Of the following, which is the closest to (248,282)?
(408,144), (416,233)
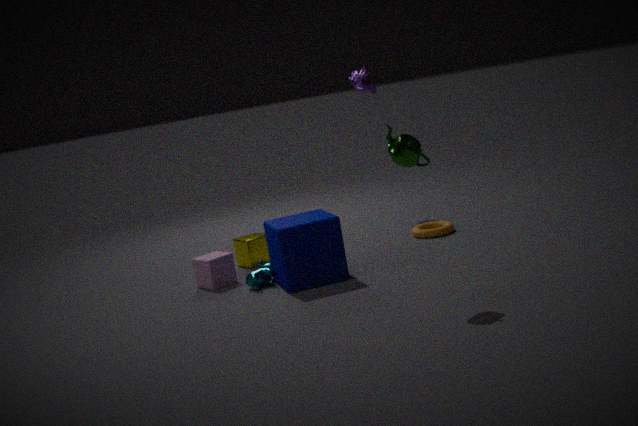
(416,233)
